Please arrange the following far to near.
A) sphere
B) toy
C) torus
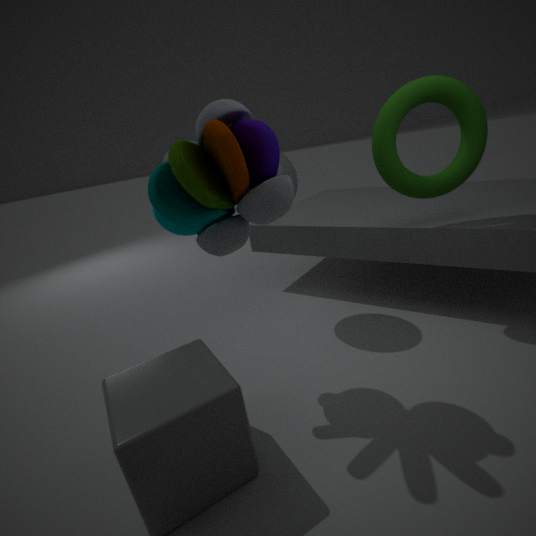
sphere
torus
toy
